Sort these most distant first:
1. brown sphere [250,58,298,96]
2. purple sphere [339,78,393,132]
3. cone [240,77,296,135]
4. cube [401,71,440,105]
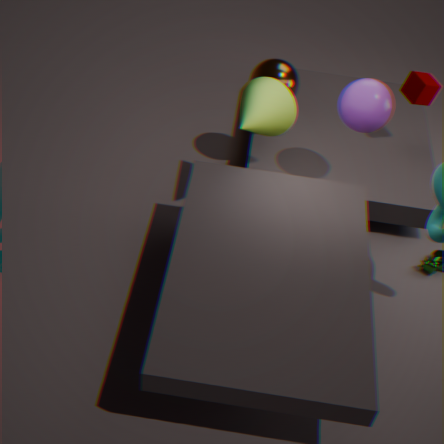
cube [401,71,440,105] → brown sphere [250,58,298,96] → cone [240,77,296,135] → purple sphere [339,78,393,132]
